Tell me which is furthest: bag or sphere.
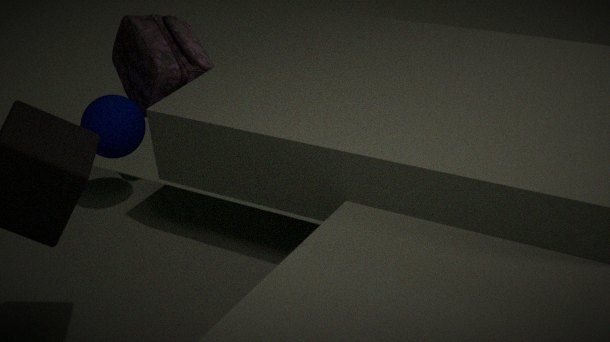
bag
